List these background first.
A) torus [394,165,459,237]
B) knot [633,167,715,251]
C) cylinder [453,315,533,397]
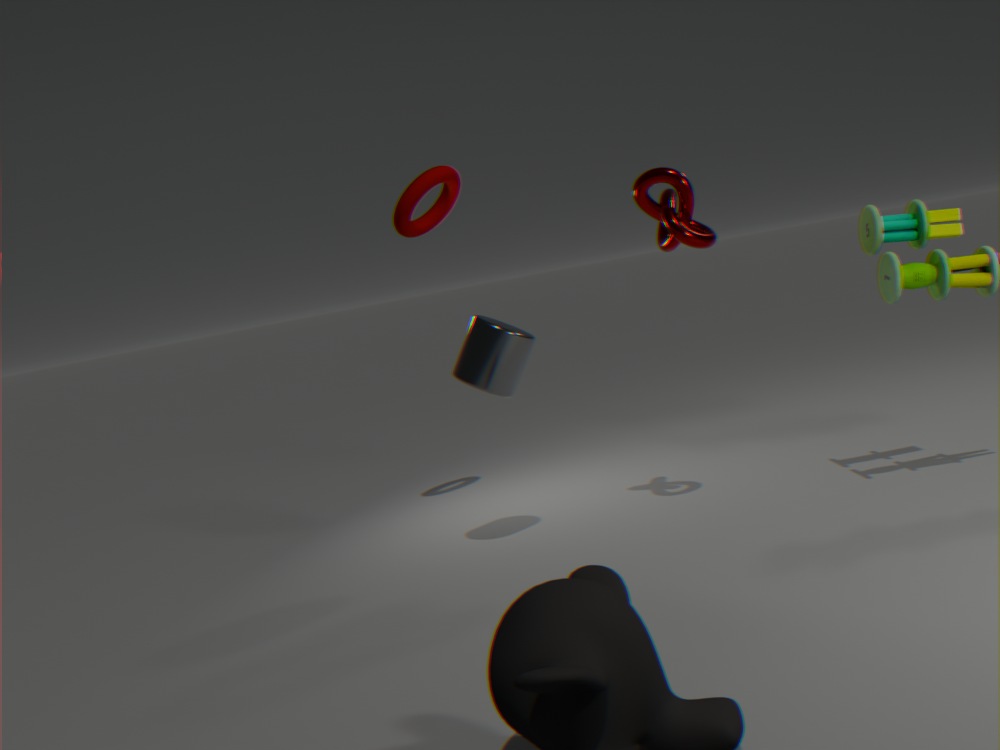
torus [394,165,459,237]
cylinder [453,315,533,397]
knot [633,167,715,251]
